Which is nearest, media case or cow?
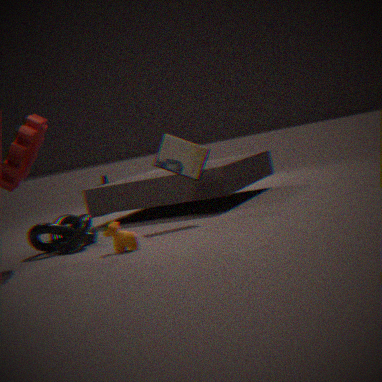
cow
